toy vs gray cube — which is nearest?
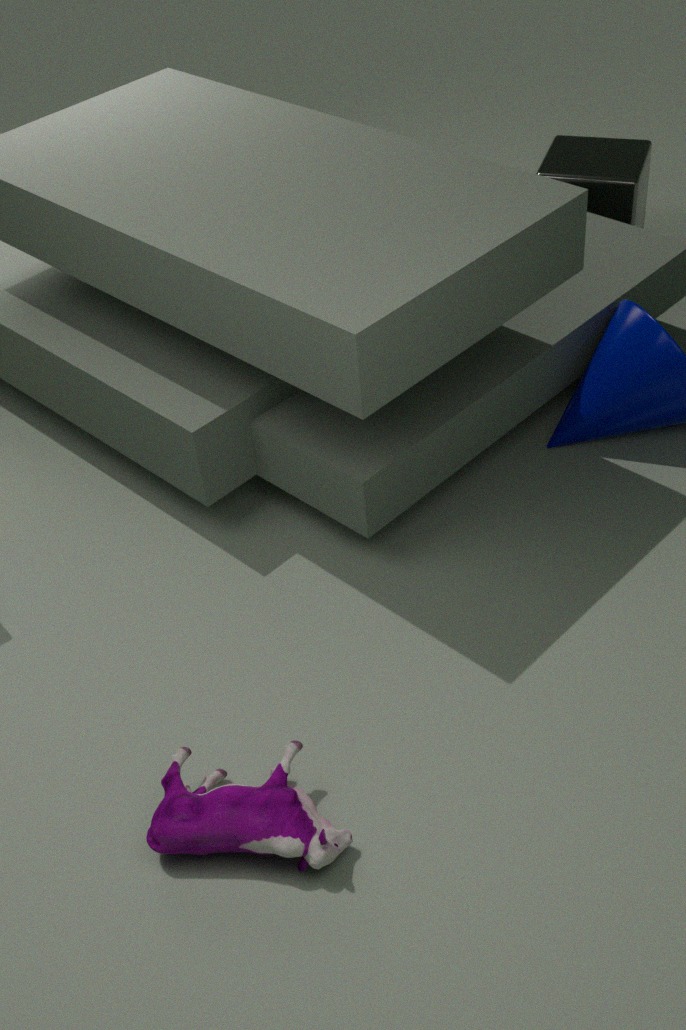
toy
